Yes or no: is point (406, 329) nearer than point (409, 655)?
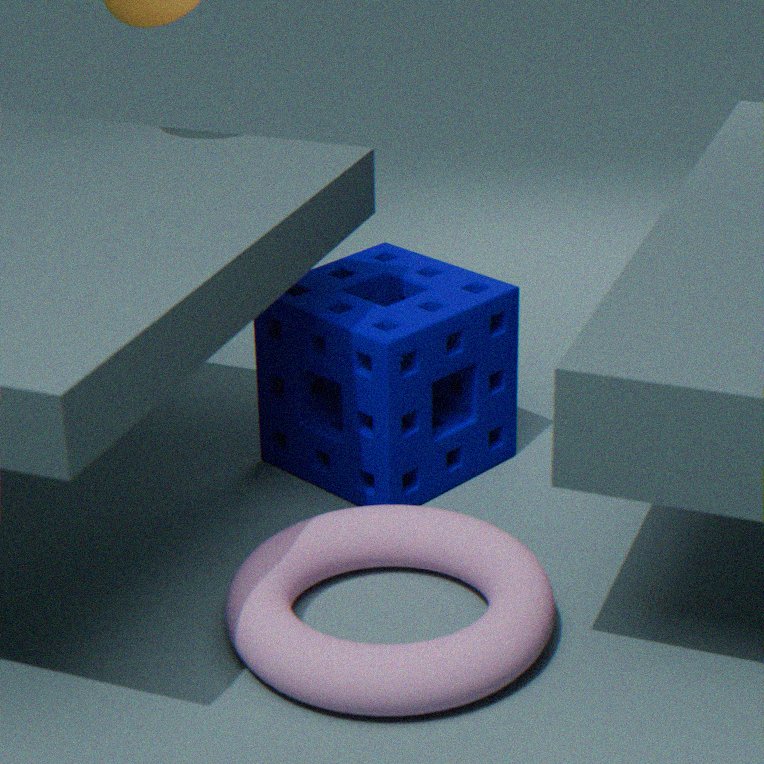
No
